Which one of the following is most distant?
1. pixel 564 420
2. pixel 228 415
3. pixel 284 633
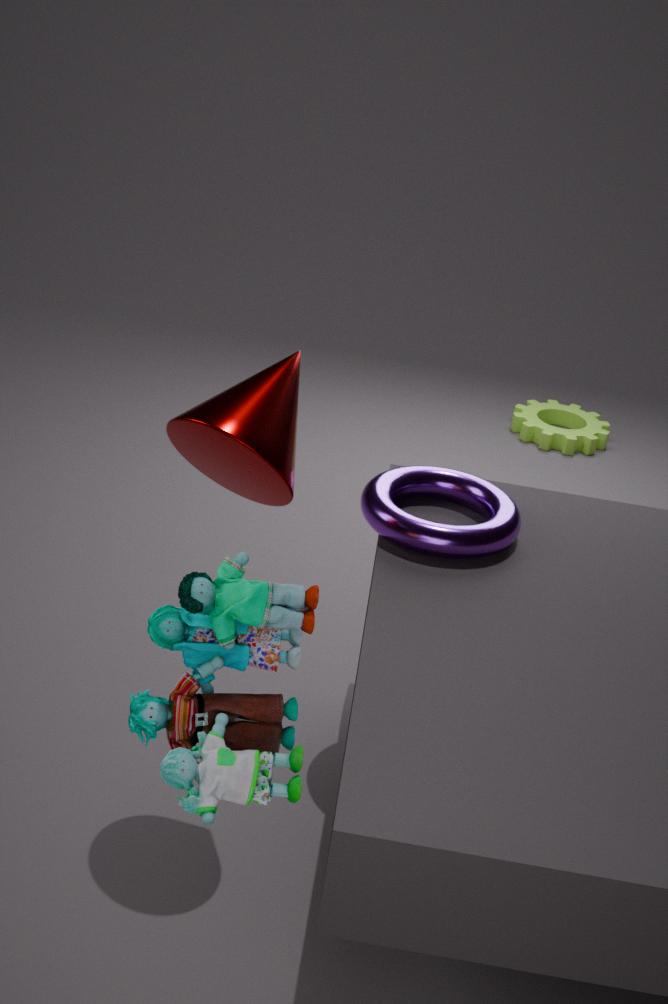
pixel 564 420
